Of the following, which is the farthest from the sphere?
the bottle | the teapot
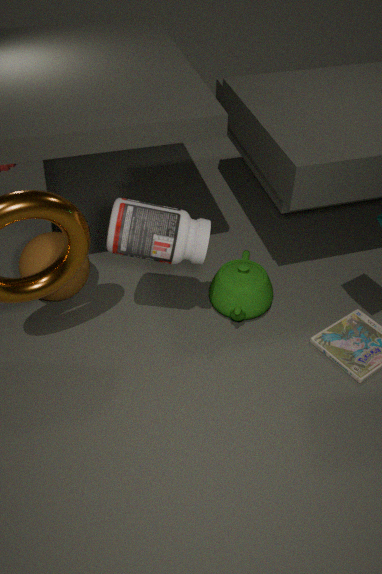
the teapot
